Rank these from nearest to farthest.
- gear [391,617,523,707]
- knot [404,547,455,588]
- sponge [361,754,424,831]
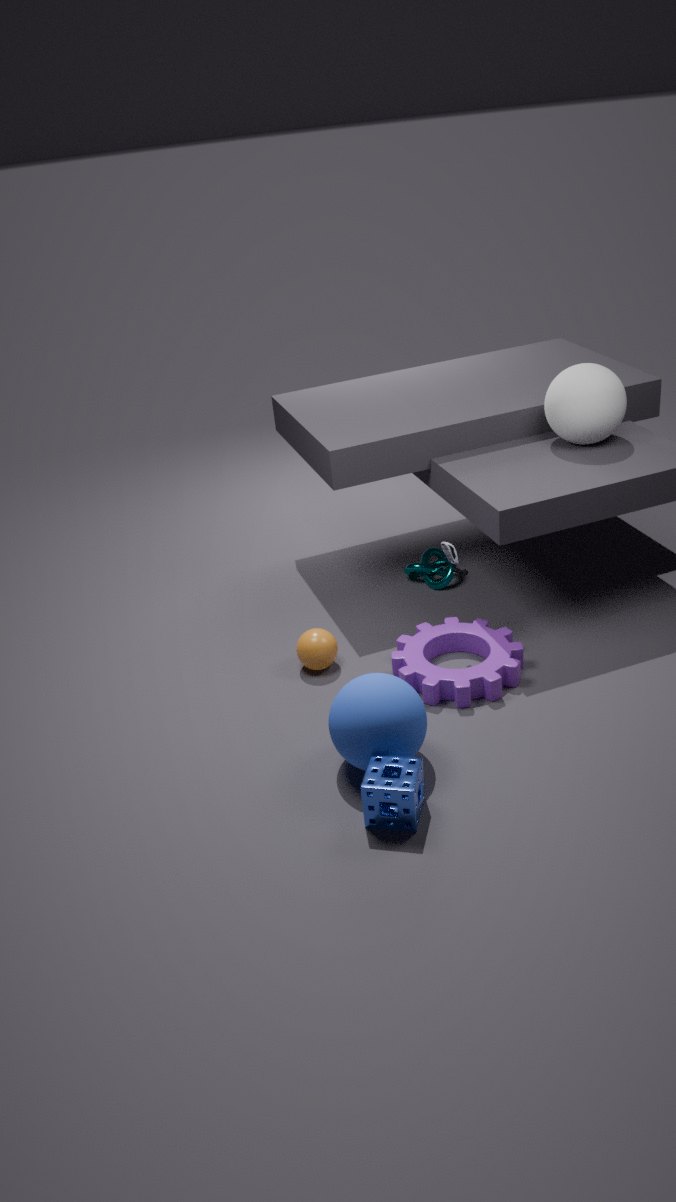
1. sponge [361,754,424,831]
2. gear [391,617,523,707]
3. knot [404,547,455,588]
